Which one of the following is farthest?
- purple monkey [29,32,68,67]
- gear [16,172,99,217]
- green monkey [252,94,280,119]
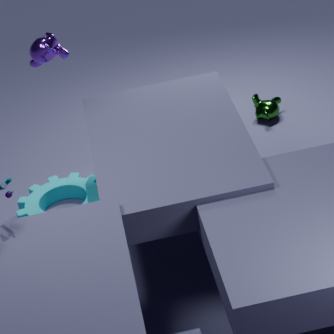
green monkey [252,94,280,119]
